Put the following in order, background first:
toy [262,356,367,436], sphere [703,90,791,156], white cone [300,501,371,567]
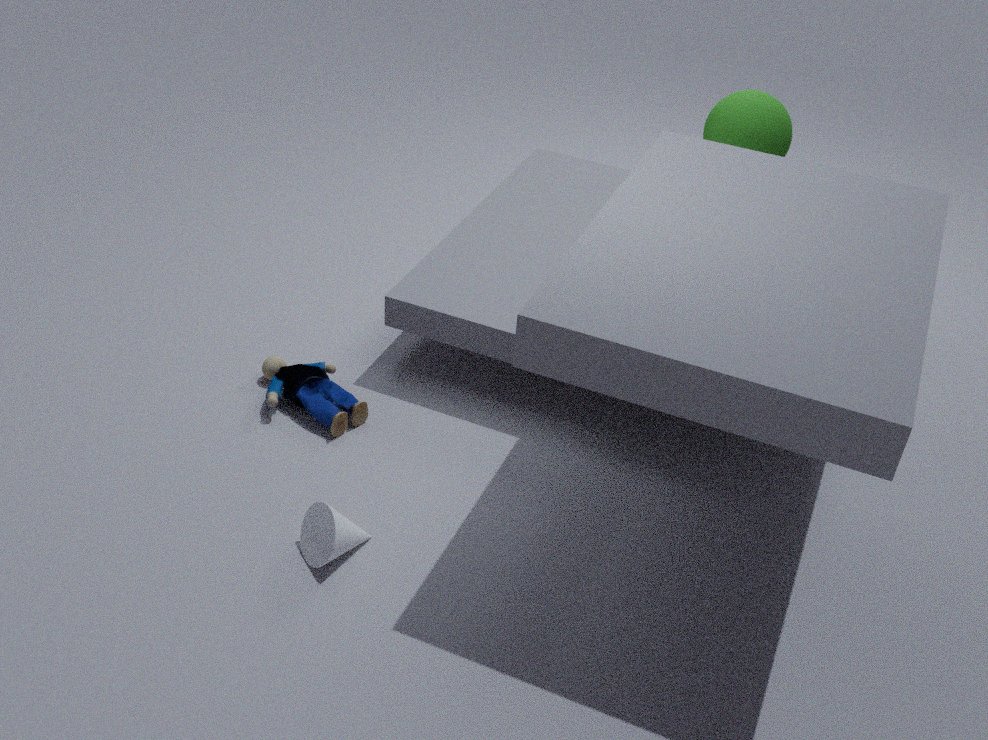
sphere [703,90,791,156] < toy [262,356,367,436] < white cone [300,501,371,567]
